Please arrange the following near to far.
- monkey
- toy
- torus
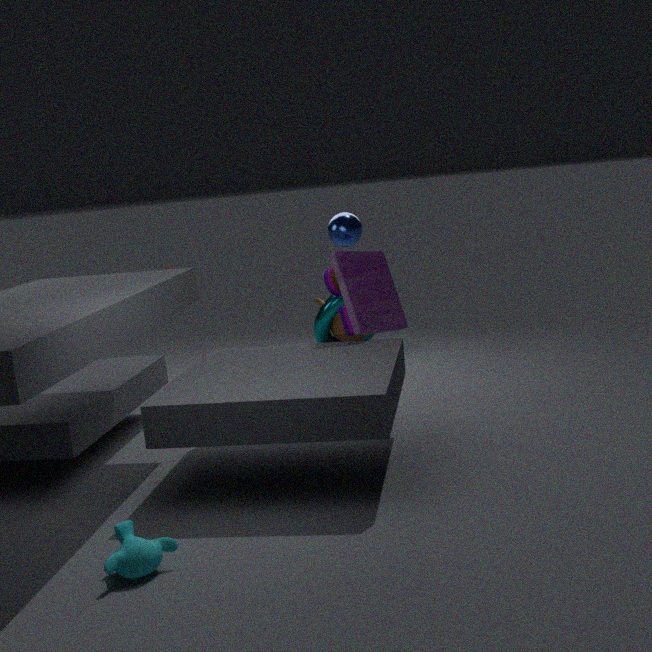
monkey < toy < torus
